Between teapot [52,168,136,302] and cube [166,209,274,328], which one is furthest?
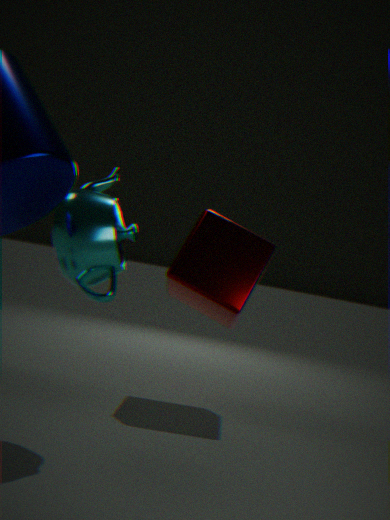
cube [166,209,274,328]
